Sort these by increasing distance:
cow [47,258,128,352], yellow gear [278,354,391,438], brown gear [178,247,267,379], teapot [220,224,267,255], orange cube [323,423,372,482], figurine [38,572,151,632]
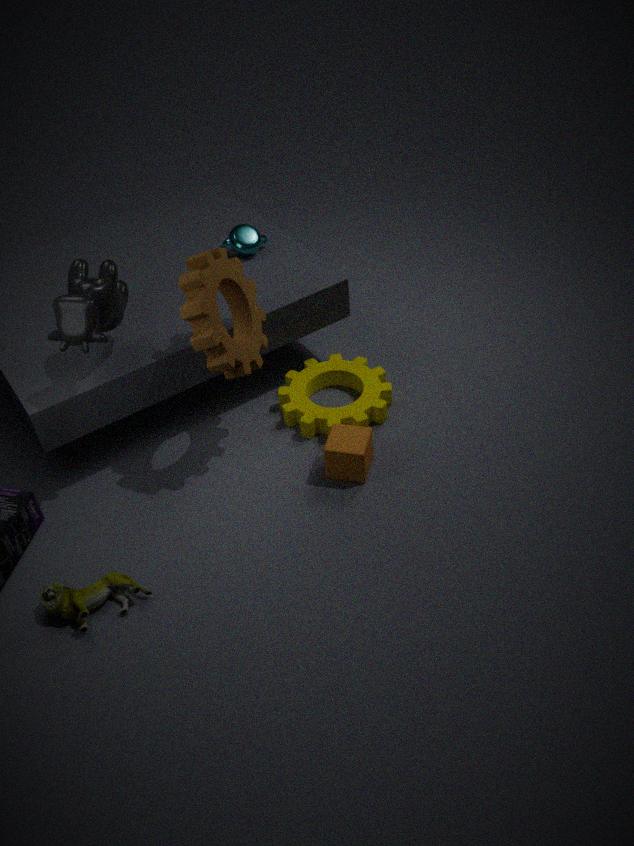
figurine [38,572,151,632] < cow [47,258,128,352] < brown gear [178,247,267,379] < orange cube [323,423,372,482] < yellow gear [278,354,391,438] < teapot [220,224,267,255]
